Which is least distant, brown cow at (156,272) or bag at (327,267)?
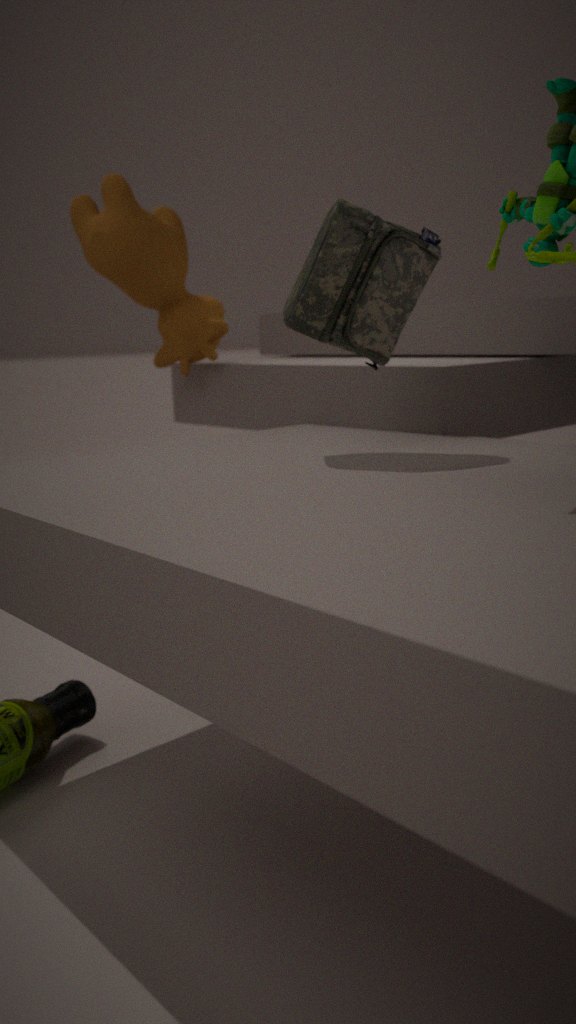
bag at (327,267)
